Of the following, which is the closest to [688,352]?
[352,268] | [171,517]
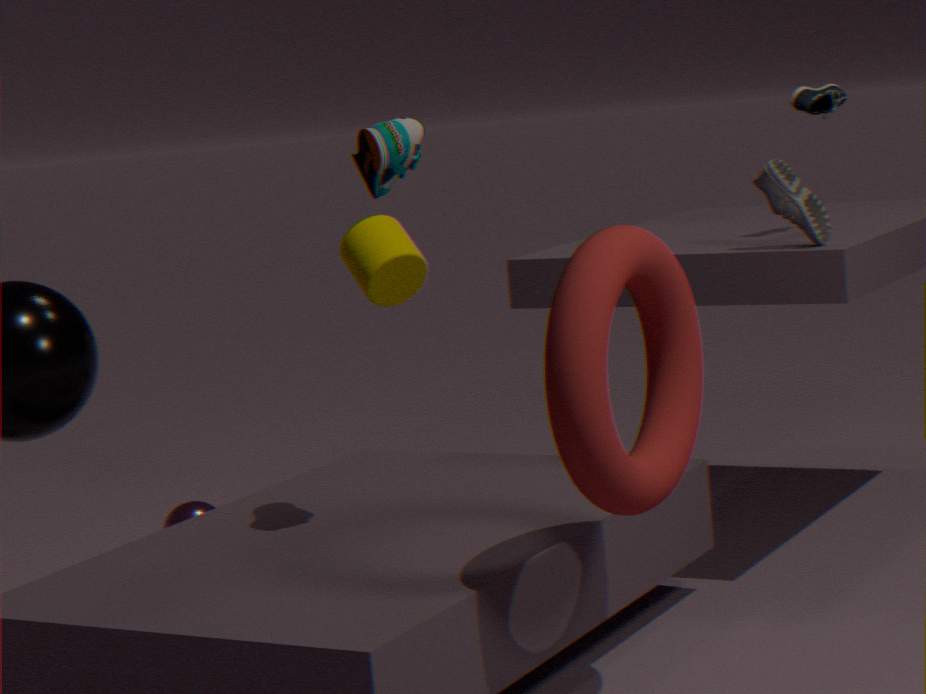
A: [352,268]
